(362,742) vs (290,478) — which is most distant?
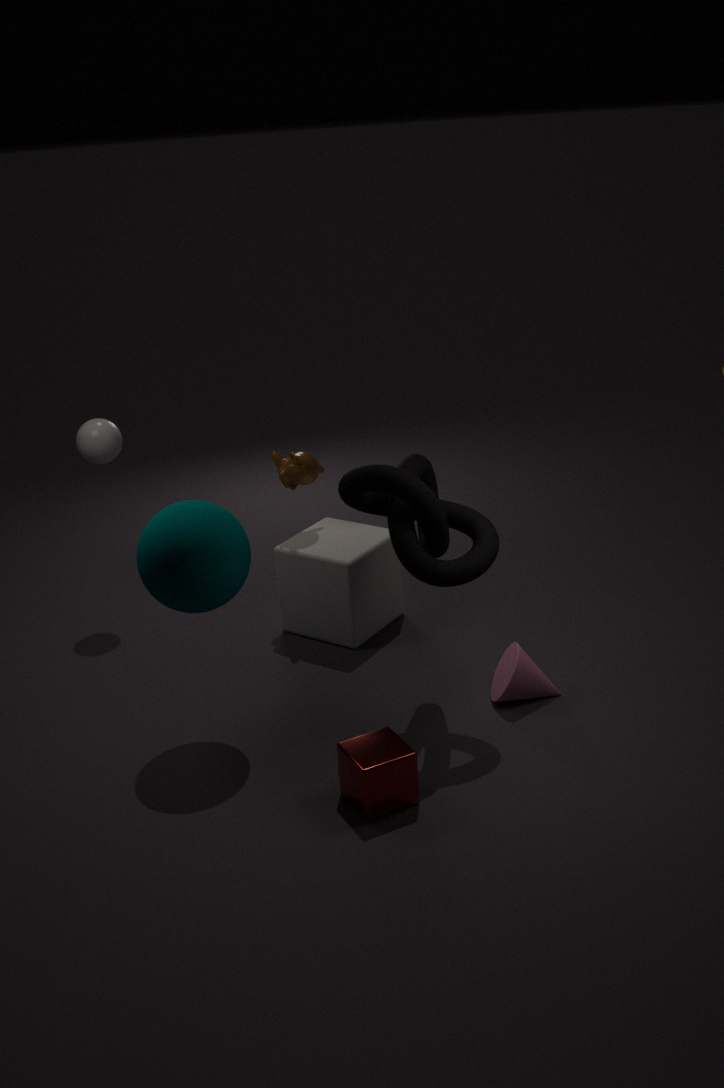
(290,478)
